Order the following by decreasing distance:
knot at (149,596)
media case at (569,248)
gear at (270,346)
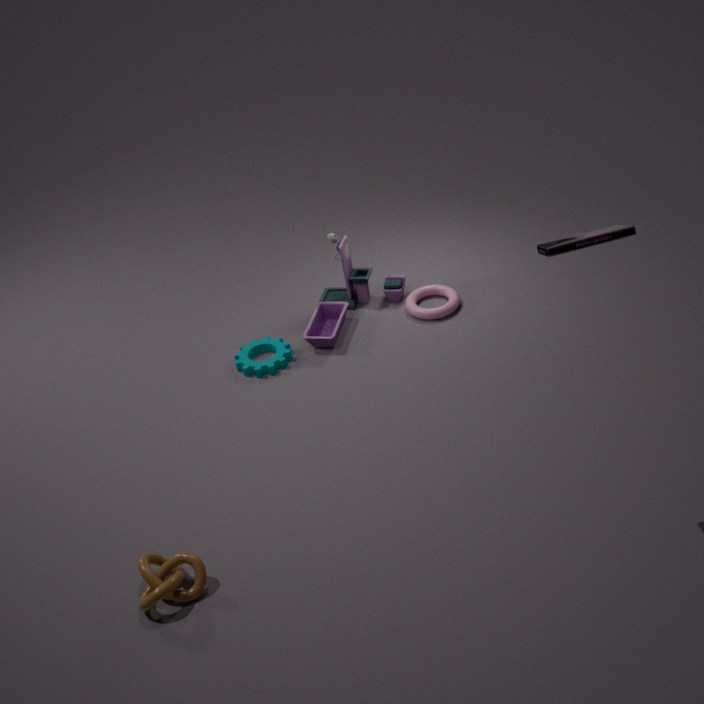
gear at (270,346) → knot at (149,596) → media case at (569,248)
